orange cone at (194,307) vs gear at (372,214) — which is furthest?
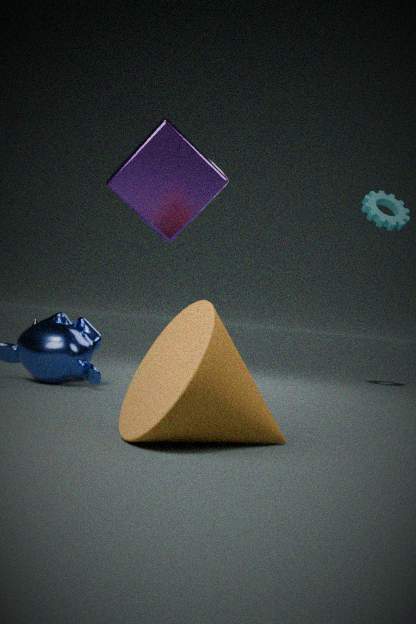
gear at (372,214)
